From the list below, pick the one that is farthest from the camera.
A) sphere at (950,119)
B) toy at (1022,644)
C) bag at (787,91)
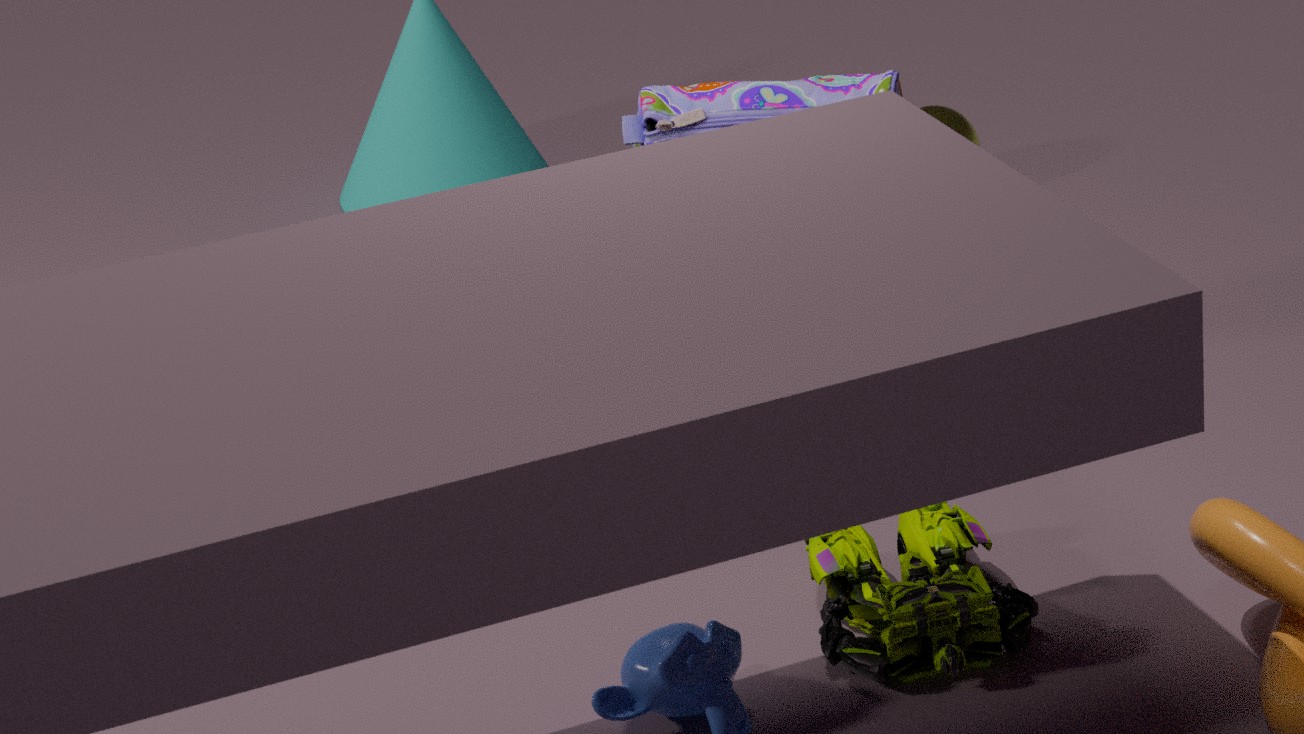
sphere at (950,119)
